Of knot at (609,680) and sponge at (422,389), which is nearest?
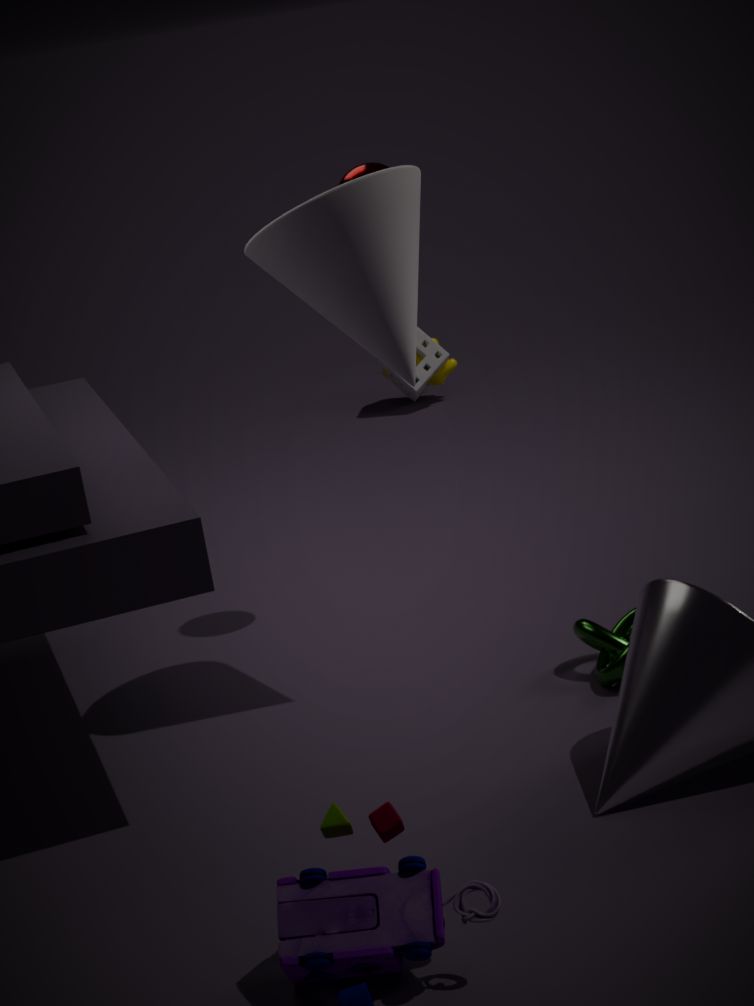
knot at (609,680)
